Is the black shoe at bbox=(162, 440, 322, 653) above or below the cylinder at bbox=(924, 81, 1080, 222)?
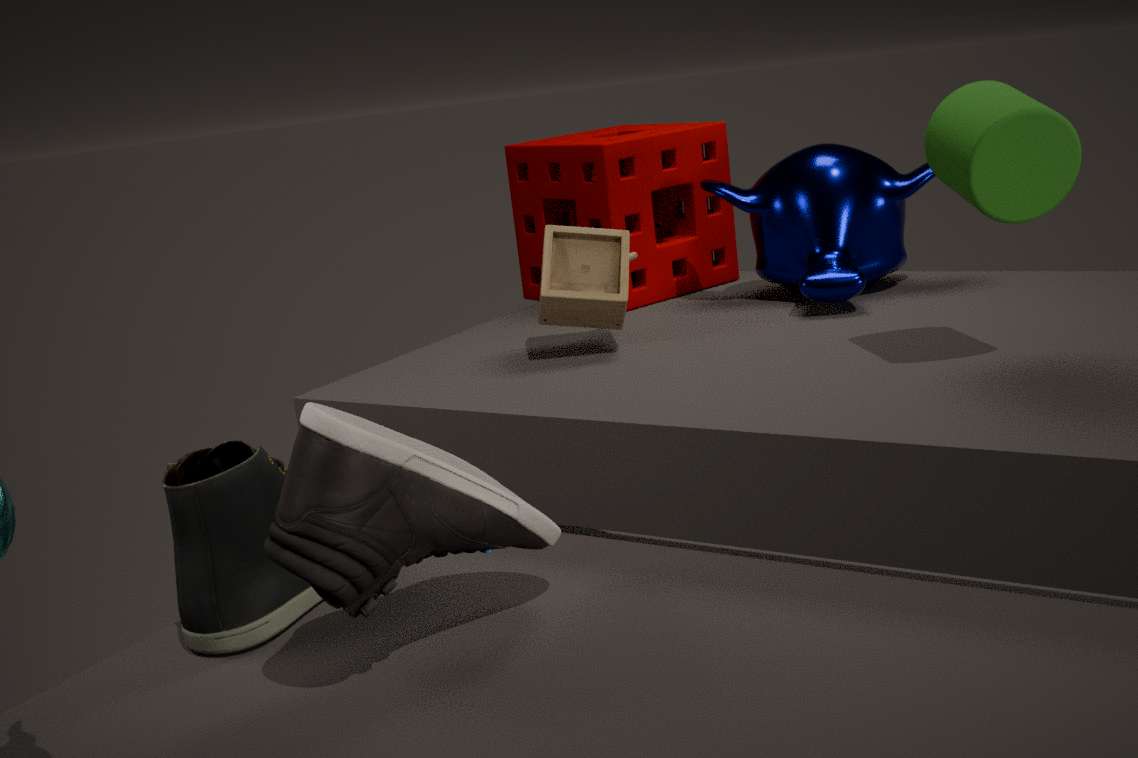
below
